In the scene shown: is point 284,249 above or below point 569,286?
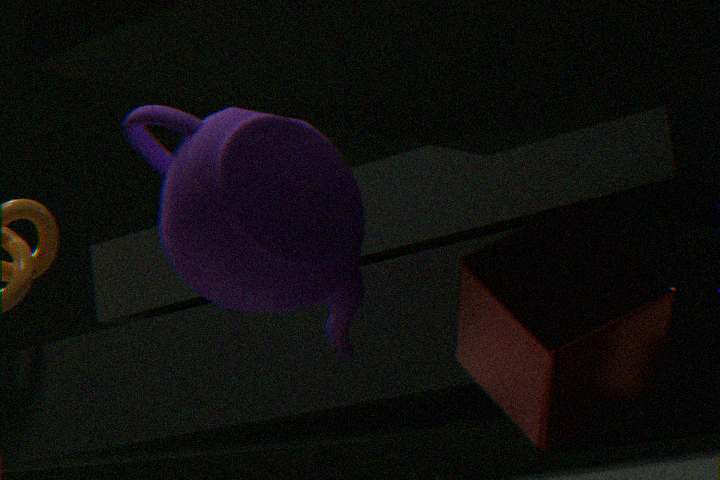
above
